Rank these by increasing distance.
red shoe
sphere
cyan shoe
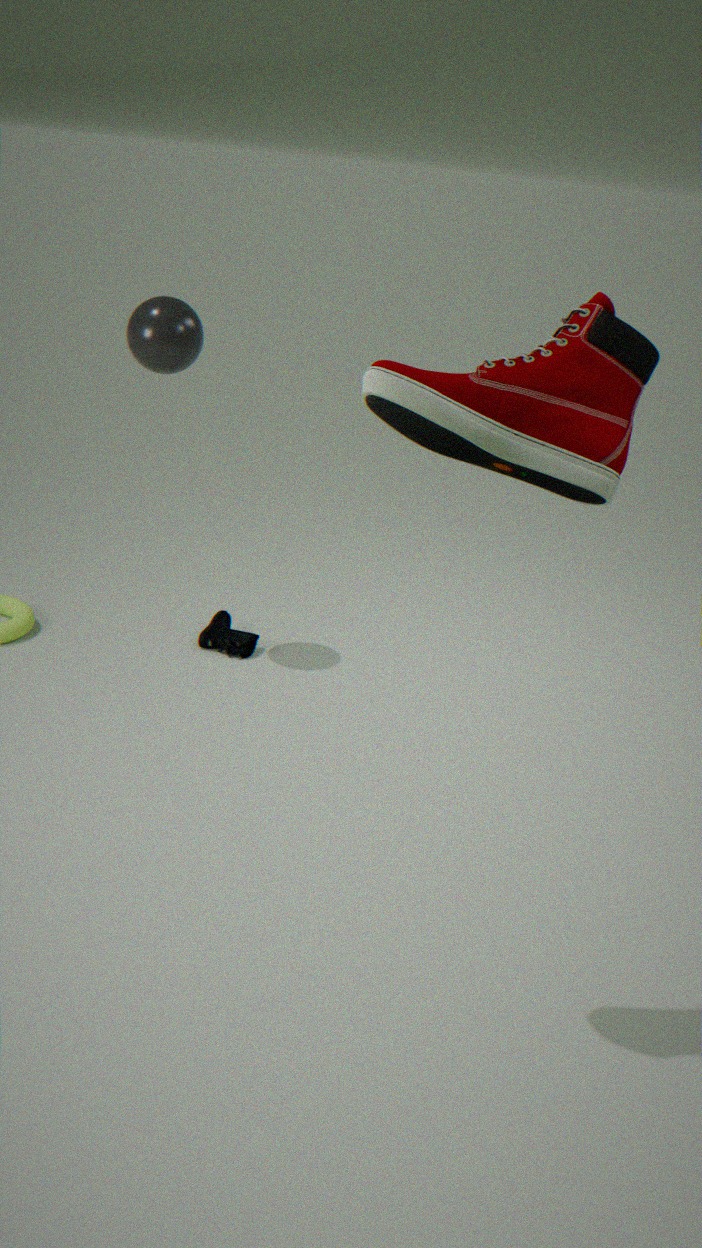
red shoe
sphere
cyan shoe
